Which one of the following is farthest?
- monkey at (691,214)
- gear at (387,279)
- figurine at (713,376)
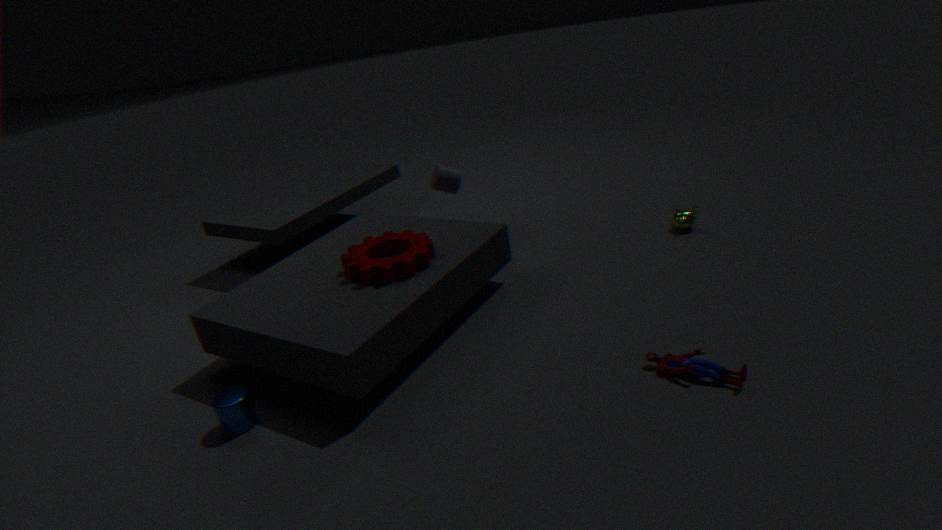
monkey at (691,214)
